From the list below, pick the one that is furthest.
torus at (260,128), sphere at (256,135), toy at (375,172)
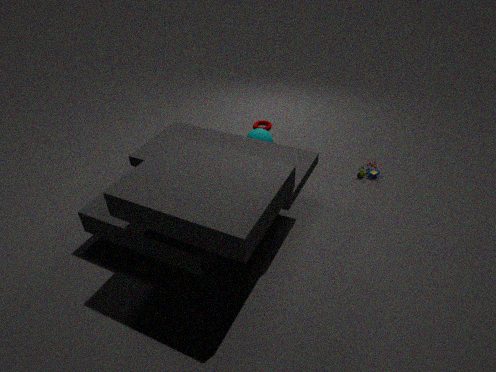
torus at (260,128)
